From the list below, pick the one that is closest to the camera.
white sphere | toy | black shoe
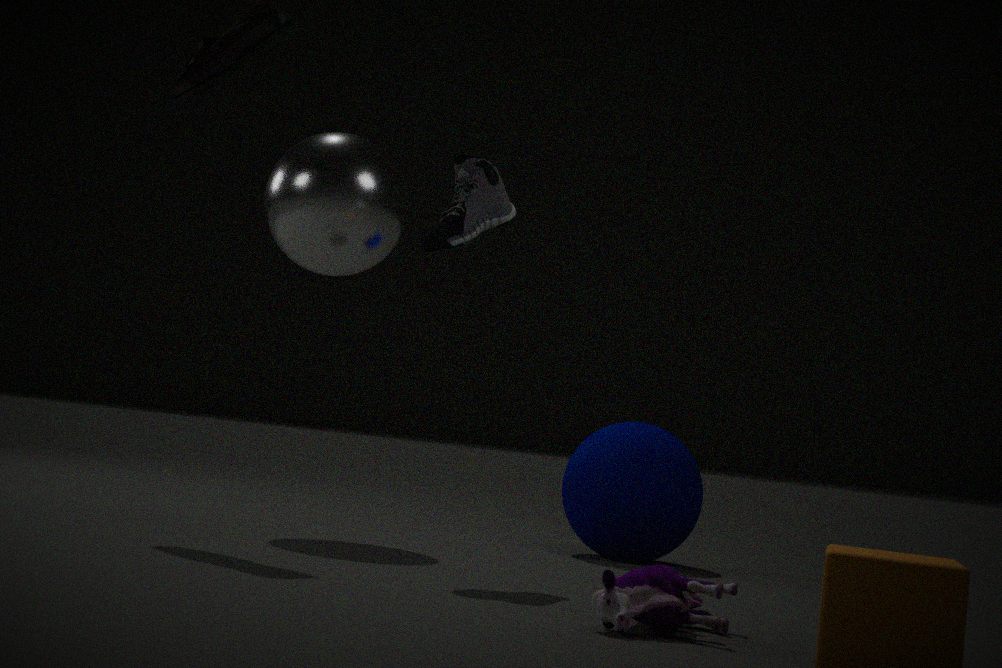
toy
